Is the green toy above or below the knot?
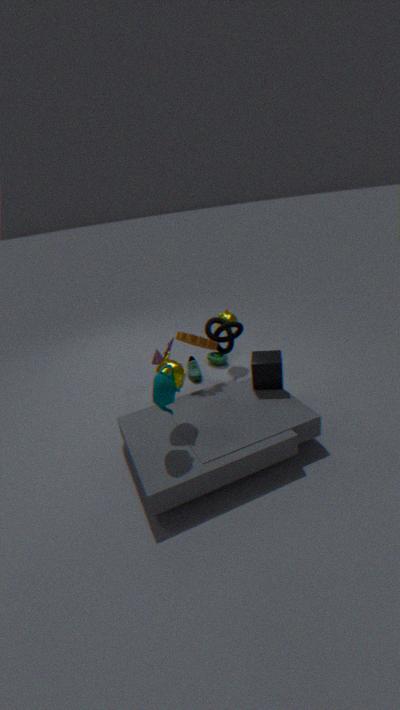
below
